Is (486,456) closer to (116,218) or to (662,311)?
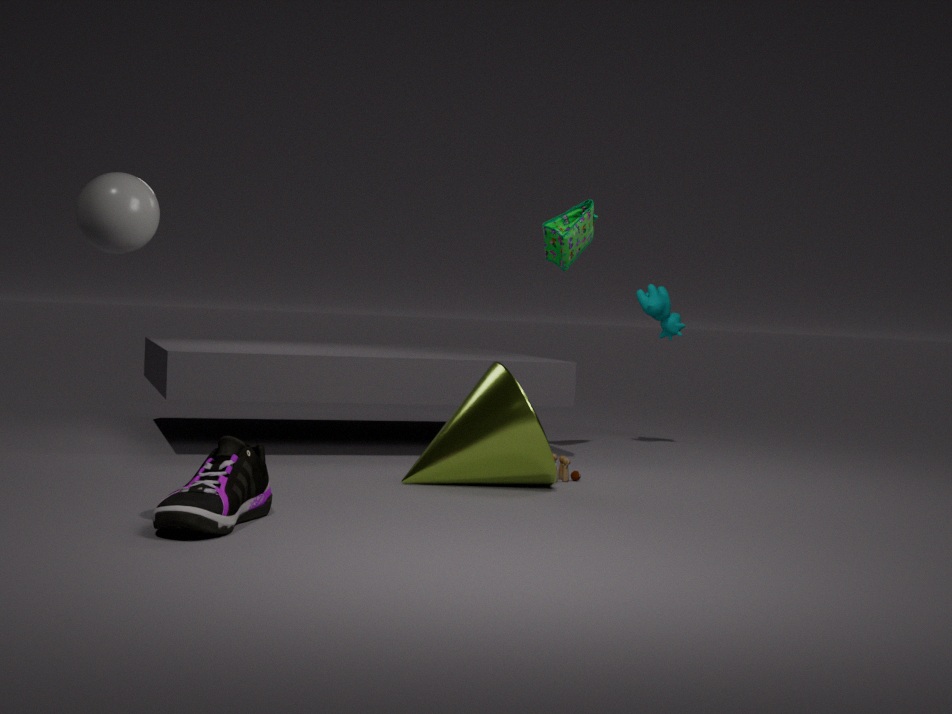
(662,311)
